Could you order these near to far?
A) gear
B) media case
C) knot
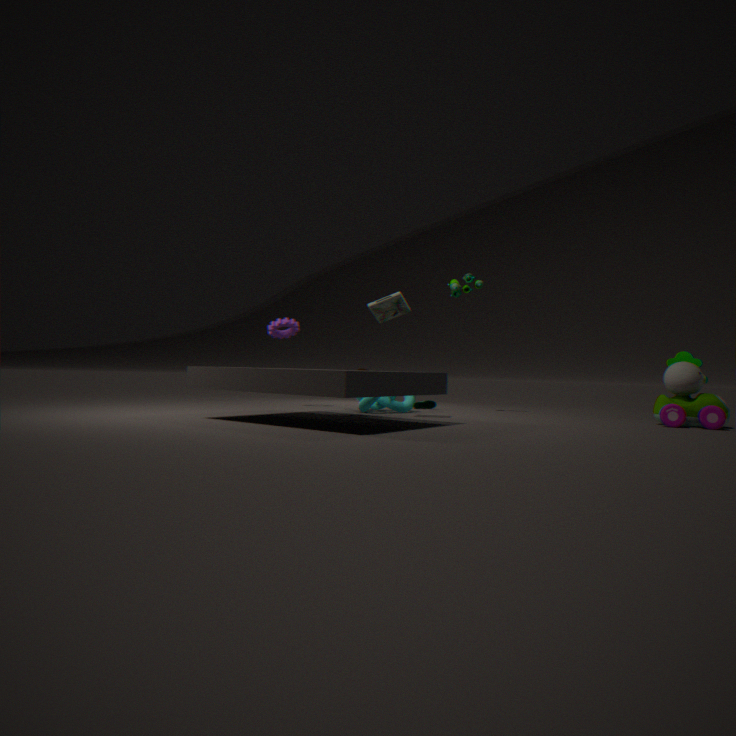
media case, knot, gear
